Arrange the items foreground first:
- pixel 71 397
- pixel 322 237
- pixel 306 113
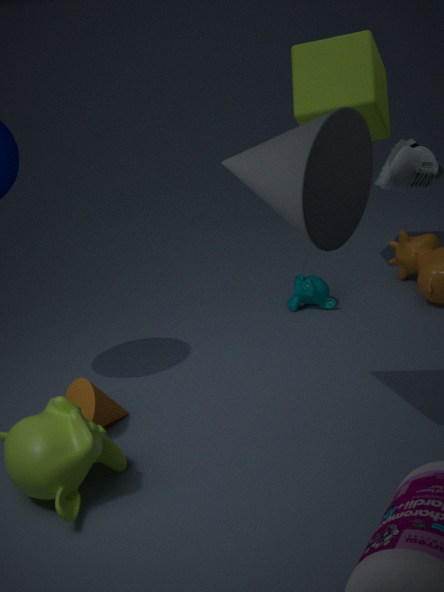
pixel 322 237 < pixel 71 397 < pixel 306 113
